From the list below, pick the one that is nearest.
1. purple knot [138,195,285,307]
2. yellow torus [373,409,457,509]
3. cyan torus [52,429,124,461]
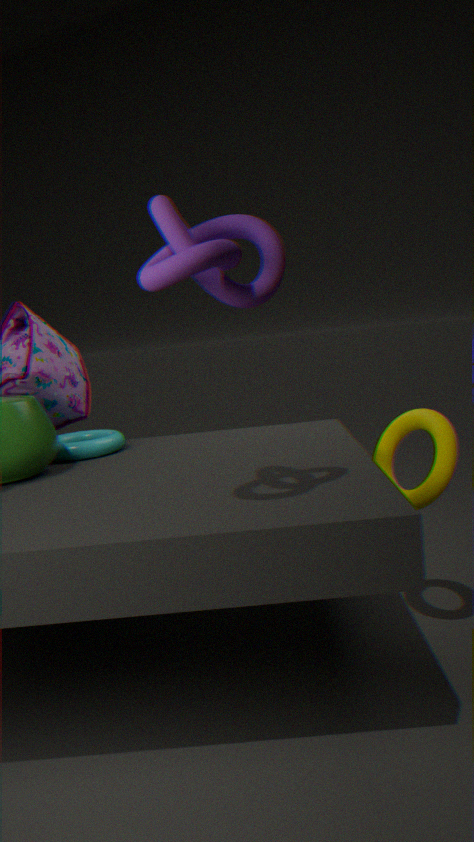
purple knot [138,195,285,307]
